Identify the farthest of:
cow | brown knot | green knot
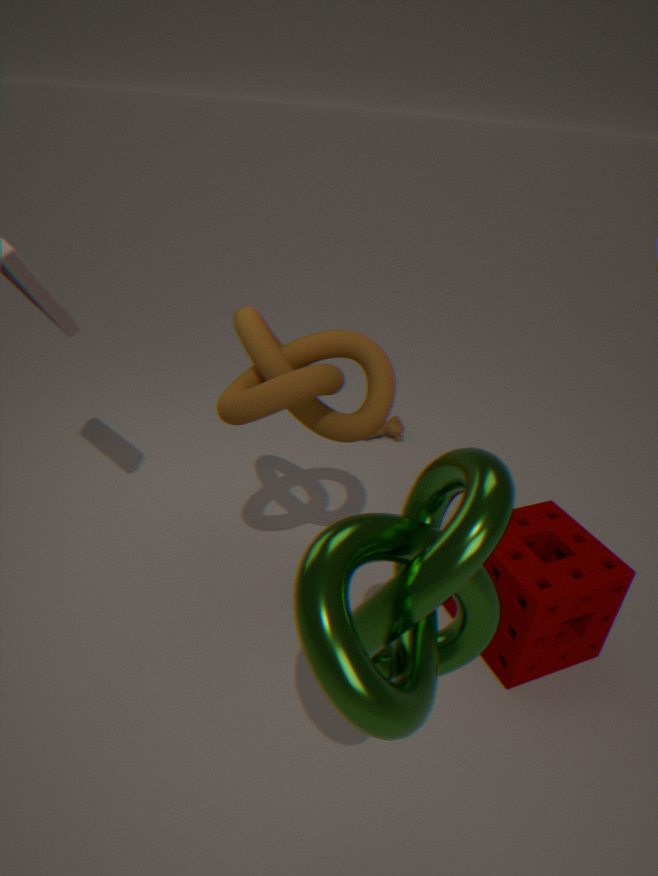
cow
